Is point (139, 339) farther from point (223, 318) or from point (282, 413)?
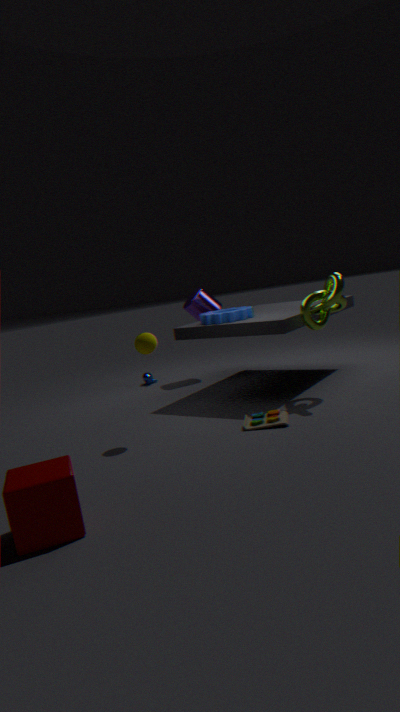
point (223, 318)
